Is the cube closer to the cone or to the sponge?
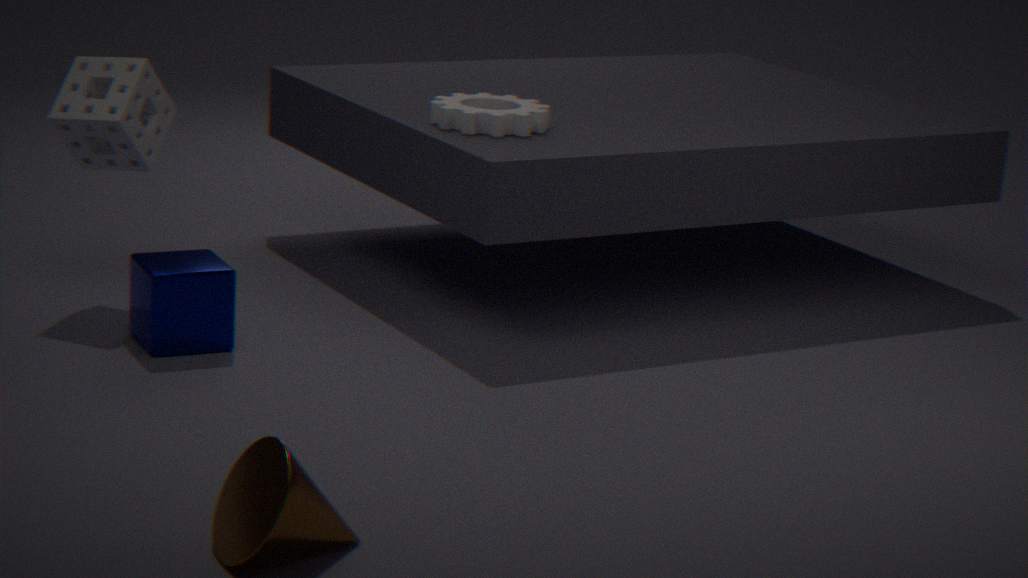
the sponge
